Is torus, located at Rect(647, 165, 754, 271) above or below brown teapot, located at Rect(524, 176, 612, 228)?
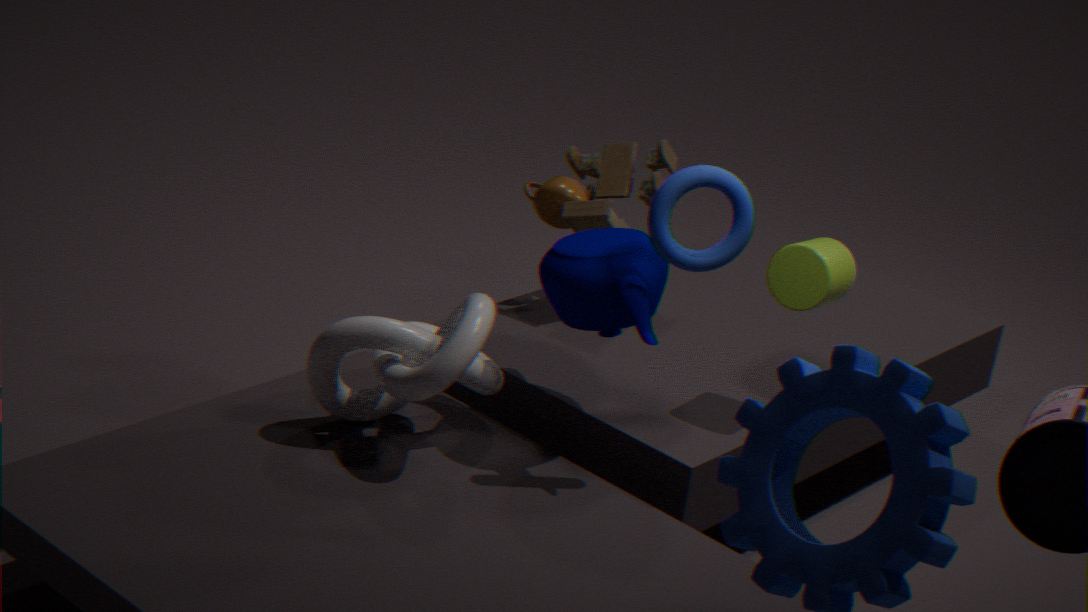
above
